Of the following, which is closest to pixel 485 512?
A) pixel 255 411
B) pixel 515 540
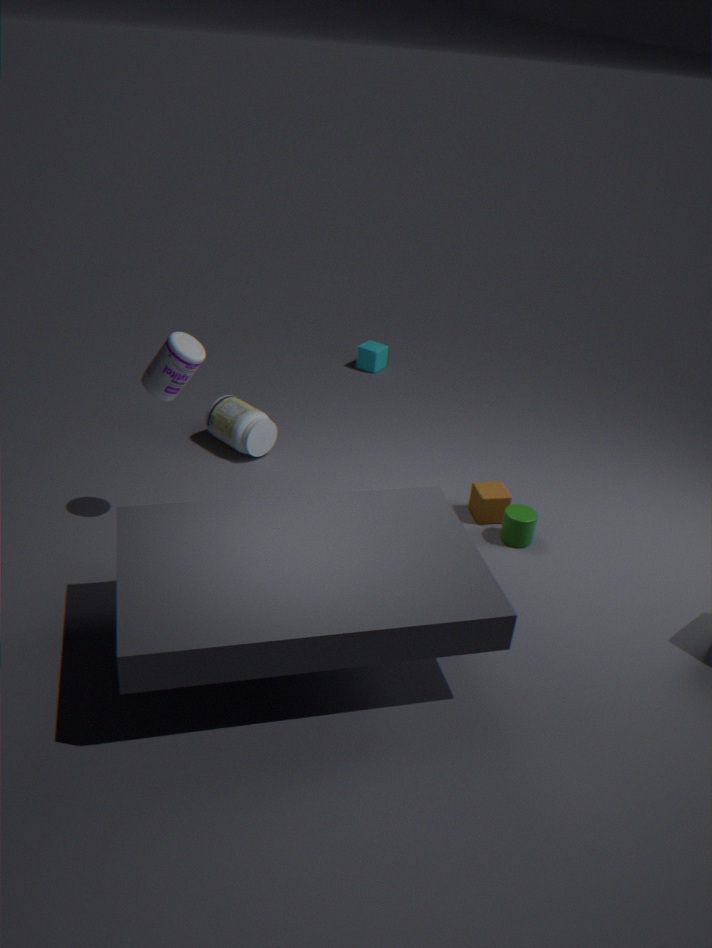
pixel 515 540
